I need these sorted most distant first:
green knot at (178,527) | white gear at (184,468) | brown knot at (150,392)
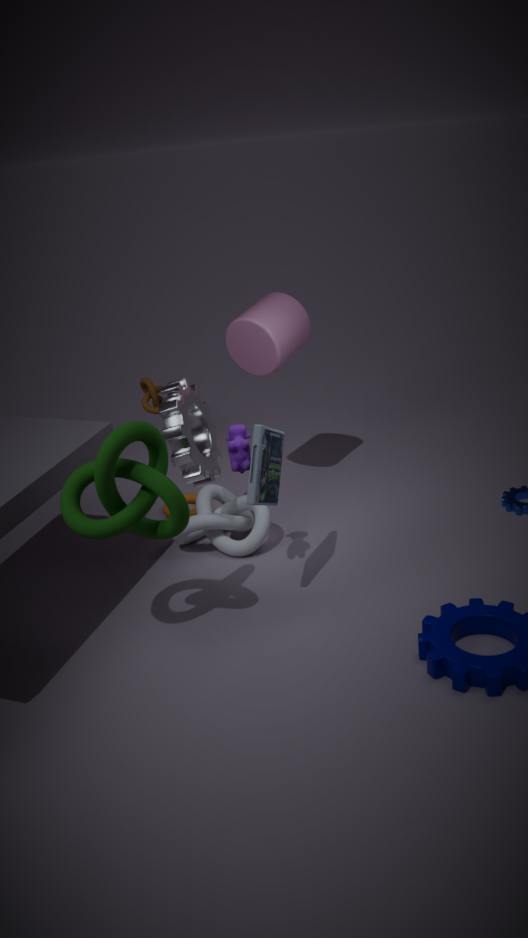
brown knot at (150,392)
white gear at (184,468)
green knot at (178,527)
